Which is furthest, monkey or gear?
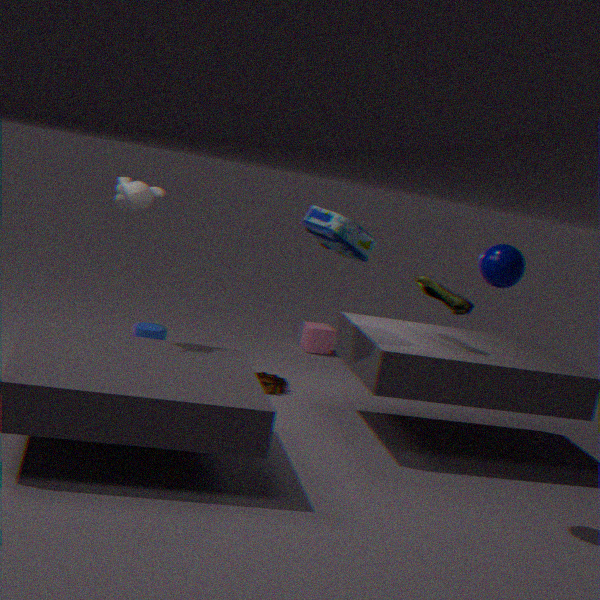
gear
